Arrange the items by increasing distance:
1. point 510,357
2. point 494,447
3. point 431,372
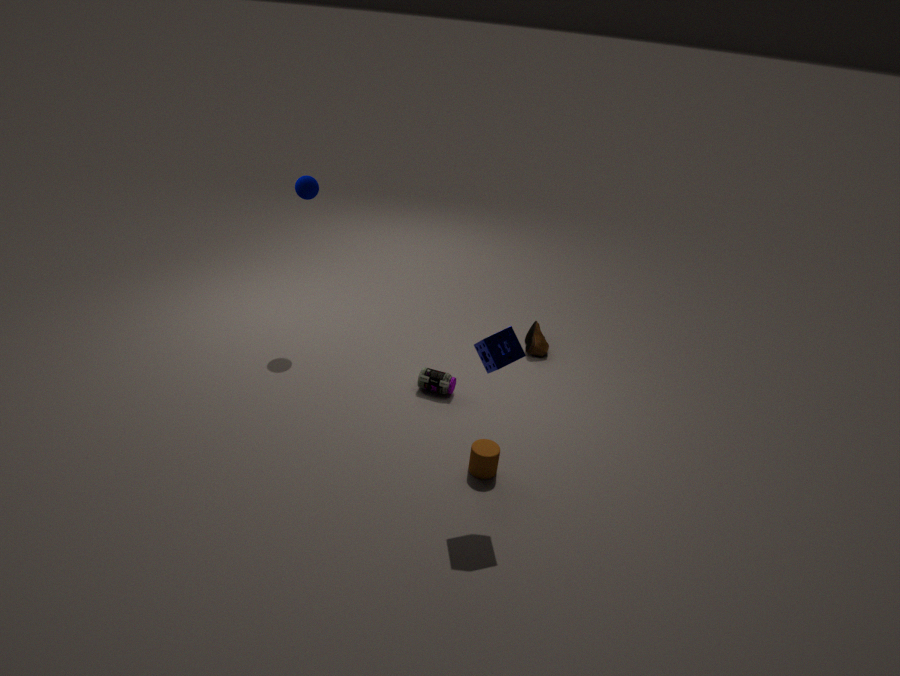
1. point 510,357
2. point 494,447
3. point 431,372
